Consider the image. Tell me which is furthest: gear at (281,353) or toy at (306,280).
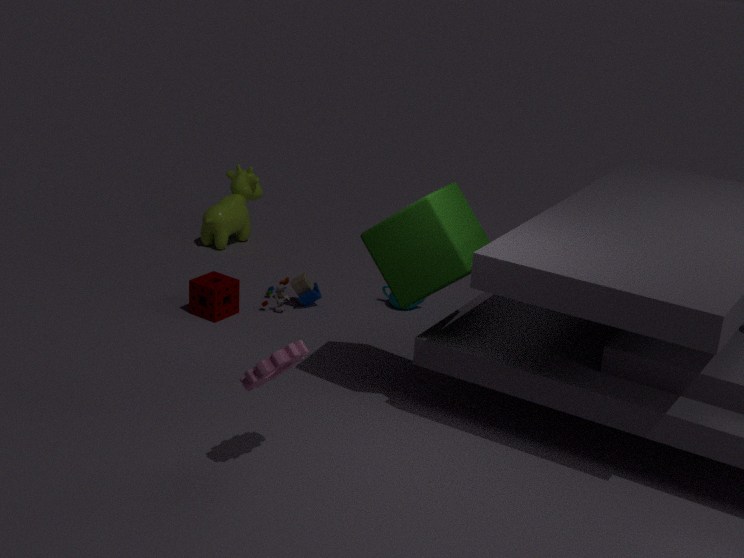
toy at (306,280)
